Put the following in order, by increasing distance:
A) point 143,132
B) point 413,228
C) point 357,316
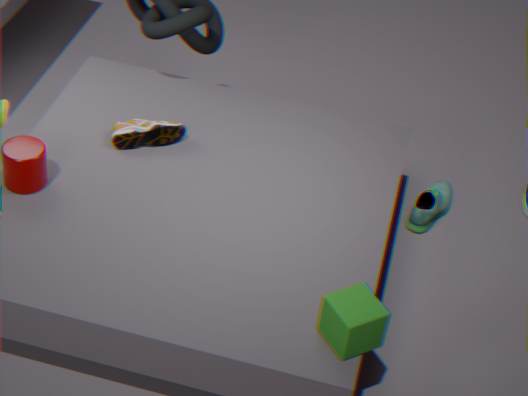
point 357,316 < point 143,132 < point 413,228
